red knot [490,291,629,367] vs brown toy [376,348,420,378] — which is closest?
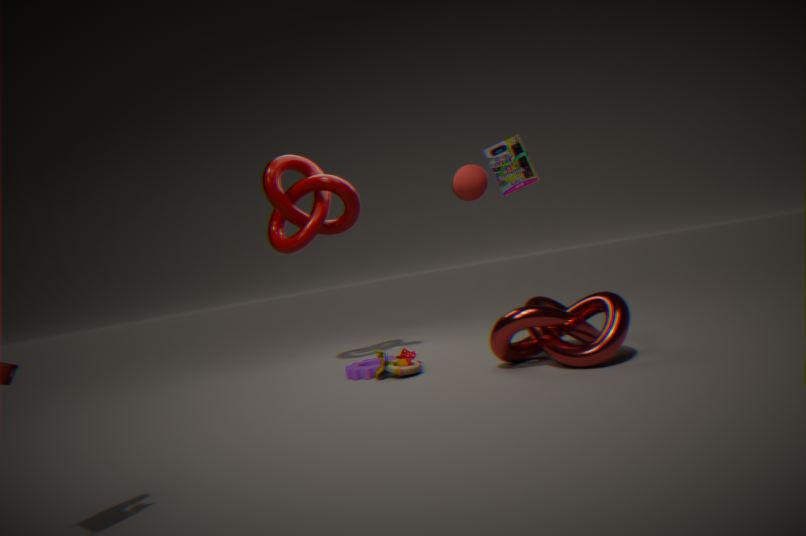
red knot [490,291,629,367]
